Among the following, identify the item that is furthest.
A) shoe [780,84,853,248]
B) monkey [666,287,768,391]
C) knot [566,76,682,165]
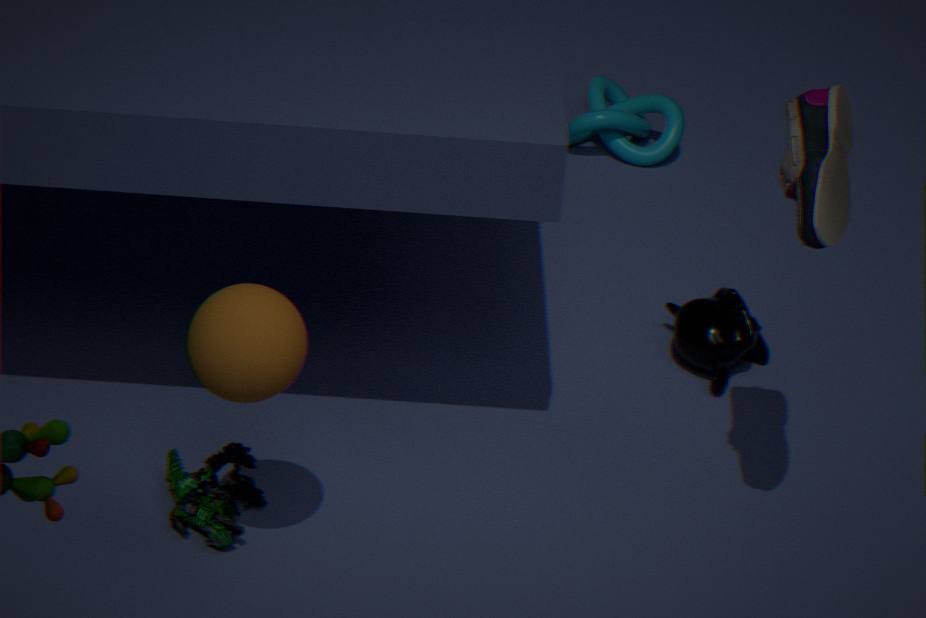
knot [566,76,682,165]
